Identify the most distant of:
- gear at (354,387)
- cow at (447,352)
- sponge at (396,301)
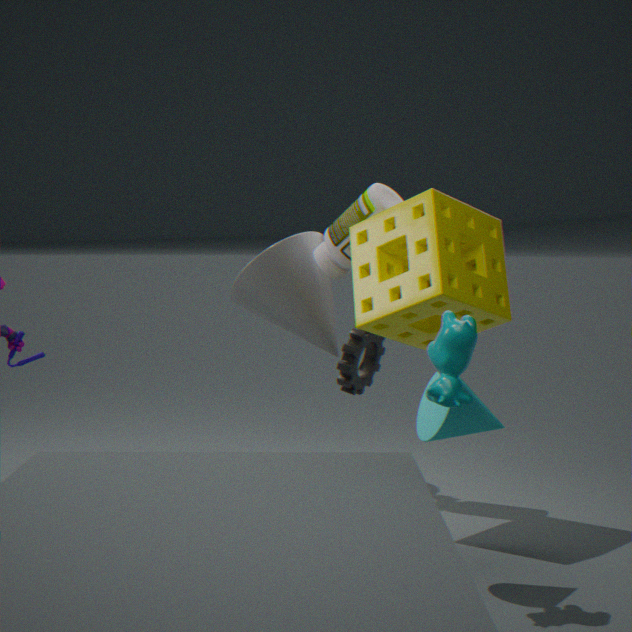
gear at (354,387)
